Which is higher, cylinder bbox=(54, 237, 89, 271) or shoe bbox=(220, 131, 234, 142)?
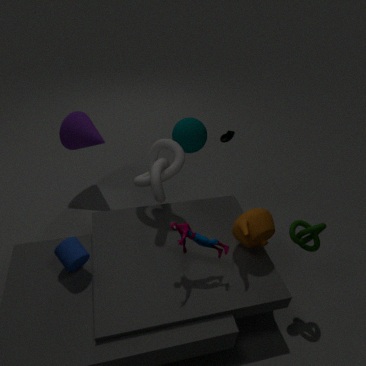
shoe bbox=(220, 131, 234, 142)
